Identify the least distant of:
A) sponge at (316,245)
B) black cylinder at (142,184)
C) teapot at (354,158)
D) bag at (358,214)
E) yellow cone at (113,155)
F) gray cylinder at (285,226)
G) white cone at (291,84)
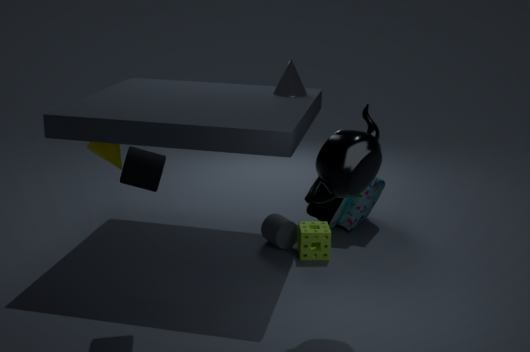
teapot at (354,158)
